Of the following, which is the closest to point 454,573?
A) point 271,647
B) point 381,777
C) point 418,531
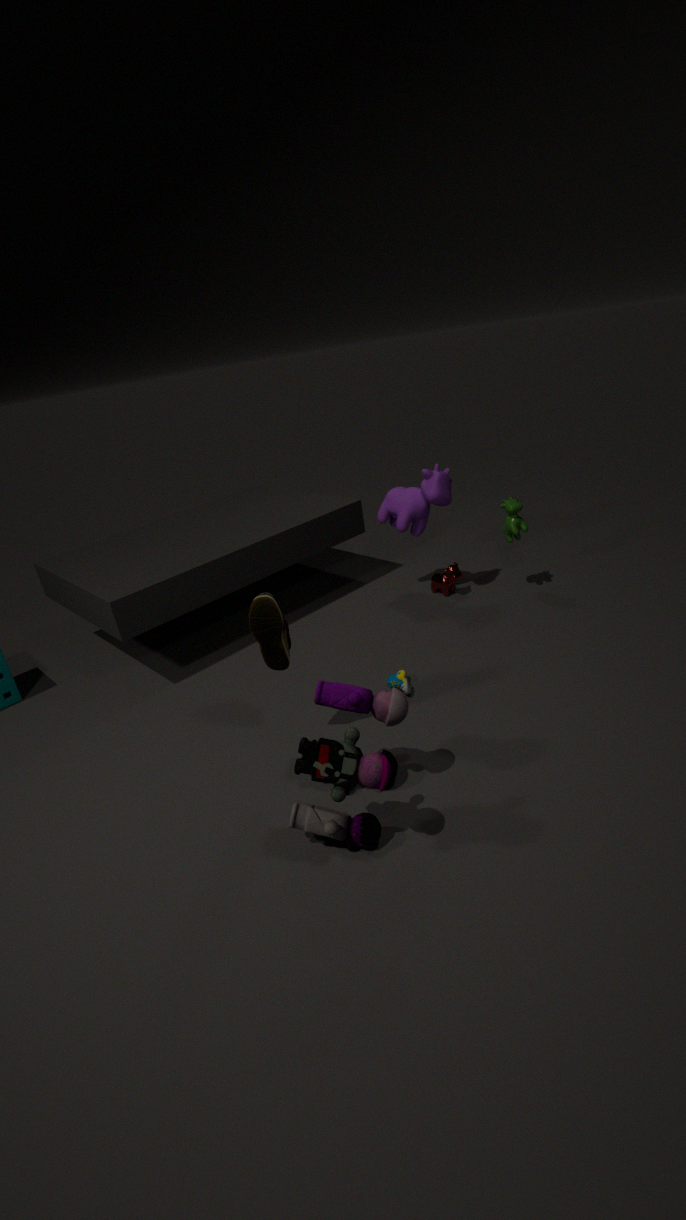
point 418,531
